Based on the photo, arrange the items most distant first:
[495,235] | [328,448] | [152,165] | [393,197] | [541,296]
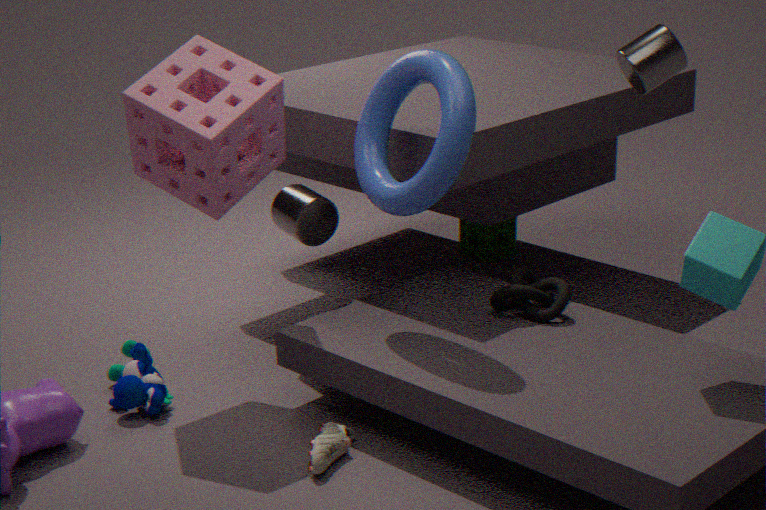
[495,235] → [541,296] → [152,165] → [393,197] → [328,448]
